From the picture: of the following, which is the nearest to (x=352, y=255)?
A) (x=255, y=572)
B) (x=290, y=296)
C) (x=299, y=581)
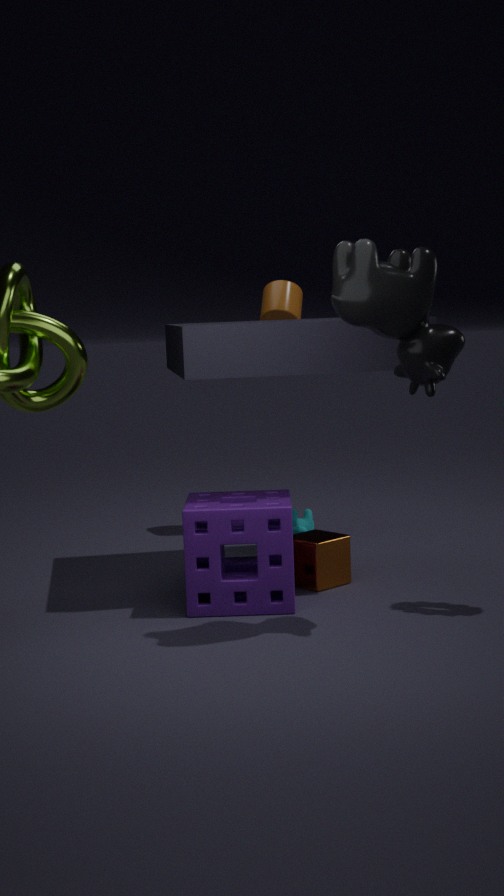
(x=255, y=572)
